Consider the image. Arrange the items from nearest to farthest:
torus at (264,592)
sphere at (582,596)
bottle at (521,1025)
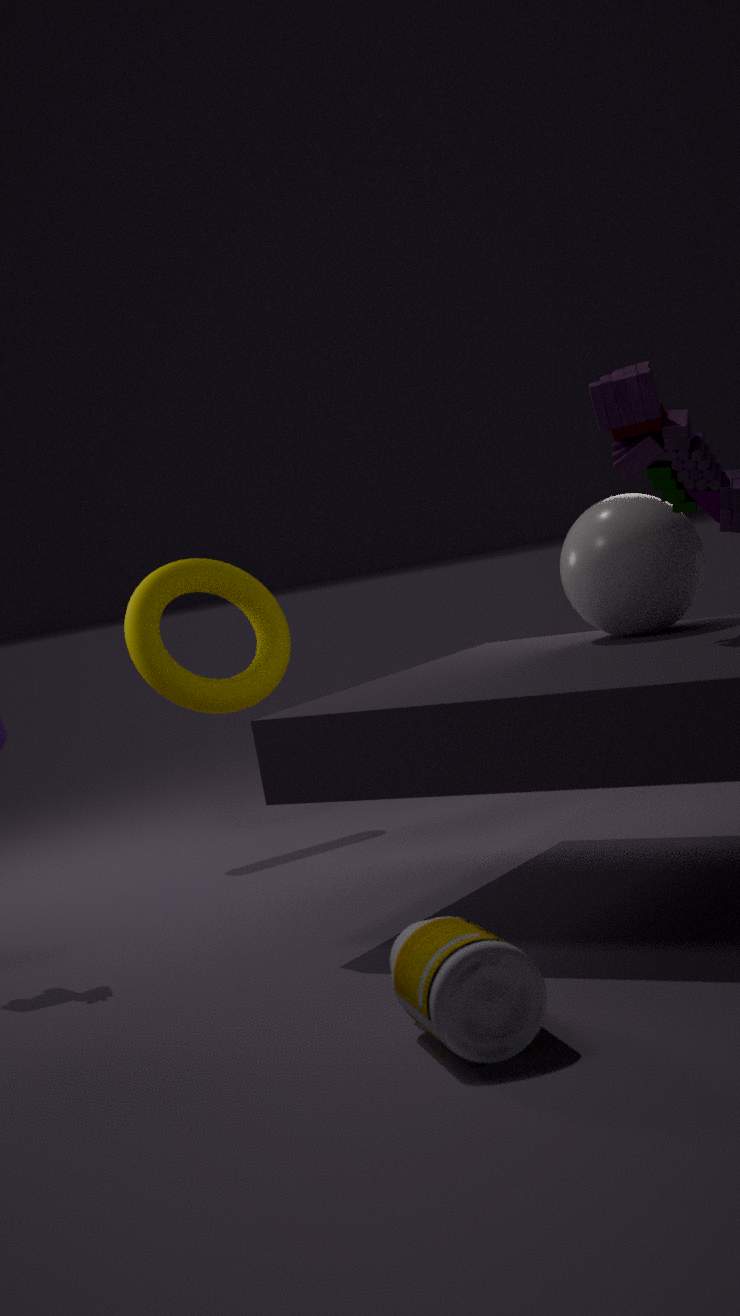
bottle at (521,1025)
sphere at (582,596)
torus at (264,592)
